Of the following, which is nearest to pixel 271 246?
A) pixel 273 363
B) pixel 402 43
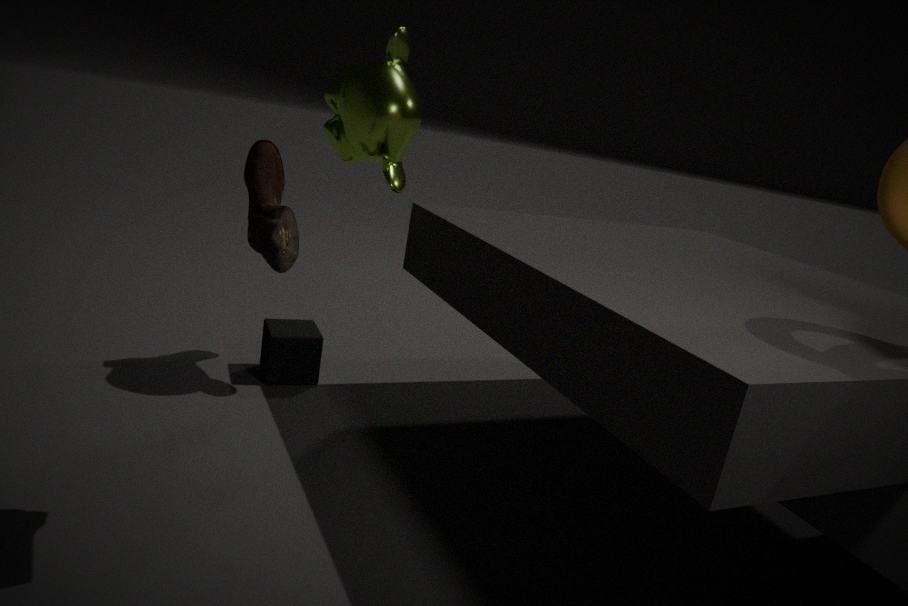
pixel 402 43
